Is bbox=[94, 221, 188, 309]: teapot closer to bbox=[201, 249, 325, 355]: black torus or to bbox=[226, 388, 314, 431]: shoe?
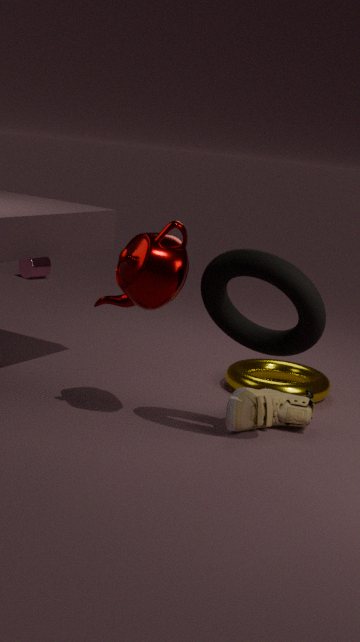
bbox=[201, 249, 325, 355]: black torus
